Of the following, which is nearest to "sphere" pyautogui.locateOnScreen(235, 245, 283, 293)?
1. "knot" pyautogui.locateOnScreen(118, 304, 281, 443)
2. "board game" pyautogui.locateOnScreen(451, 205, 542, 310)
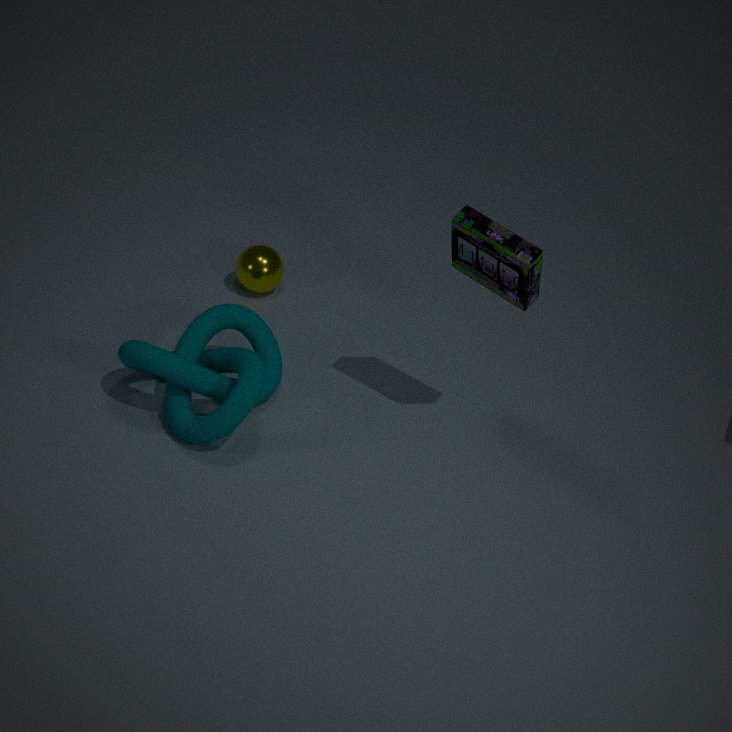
"knot" pyautogui.locateOnScreen(118, 304, 281, 443)
